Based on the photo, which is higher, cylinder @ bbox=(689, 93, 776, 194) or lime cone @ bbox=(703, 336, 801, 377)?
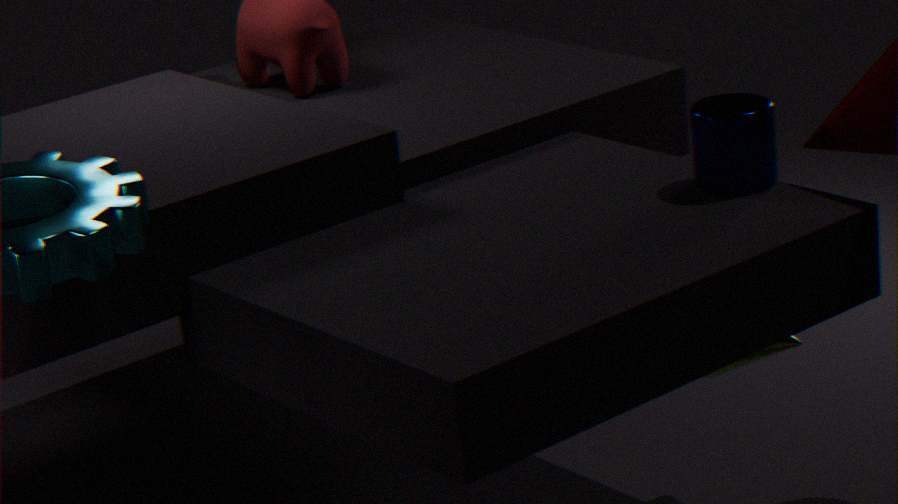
cylinder @ bbox=(689, 93, 776, 194)
